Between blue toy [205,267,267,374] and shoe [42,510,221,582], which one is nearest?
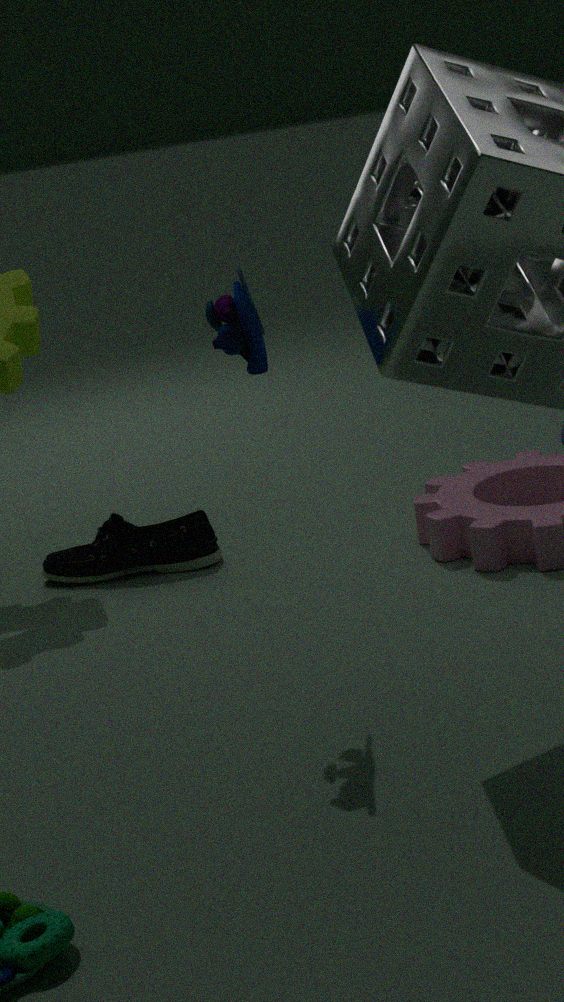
blue toy [205,267,267,374]
